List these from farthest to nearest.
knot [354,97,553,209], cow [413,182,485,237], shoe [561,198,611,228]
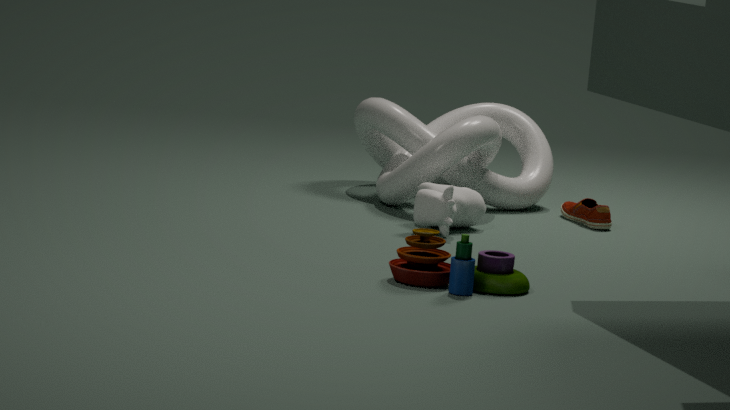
shoe [561,198,611,228], knot [354,97,553,209], cow [413,182,485,237]
